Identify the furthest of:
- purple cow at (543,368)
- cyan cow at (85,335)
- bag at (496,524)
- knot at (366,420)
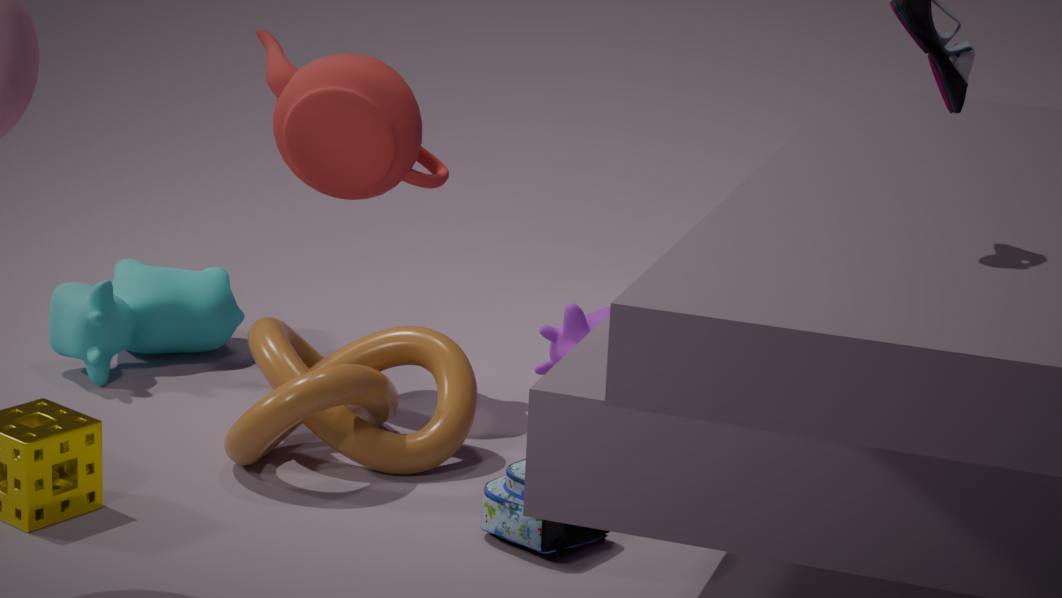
cyan cow at (85,335)
